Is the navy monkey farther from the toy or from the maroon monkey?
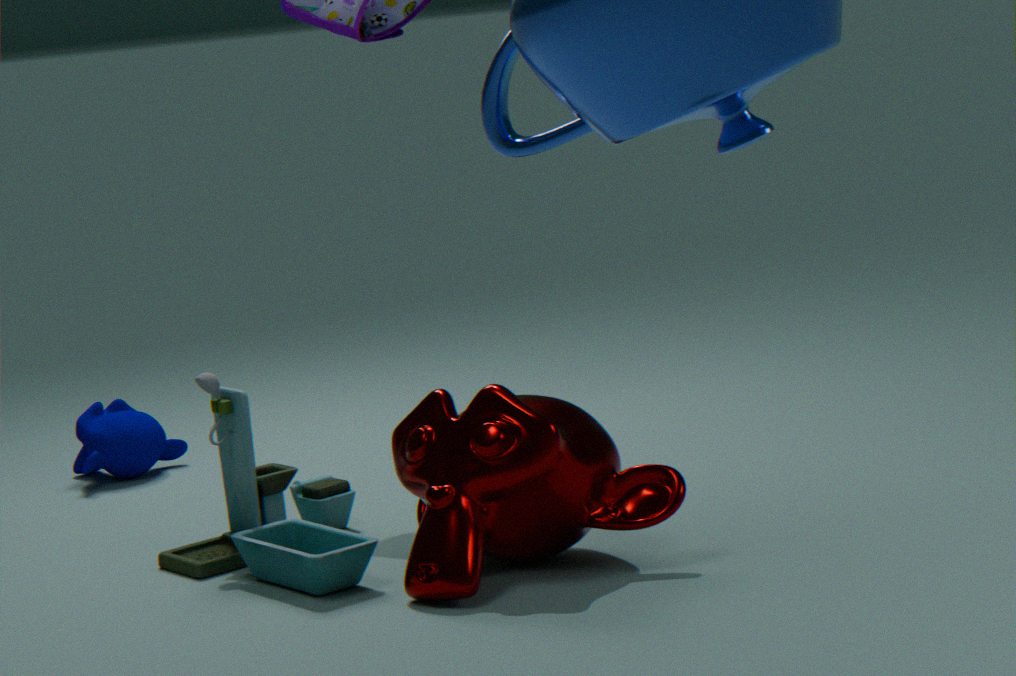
the maroon monkey
